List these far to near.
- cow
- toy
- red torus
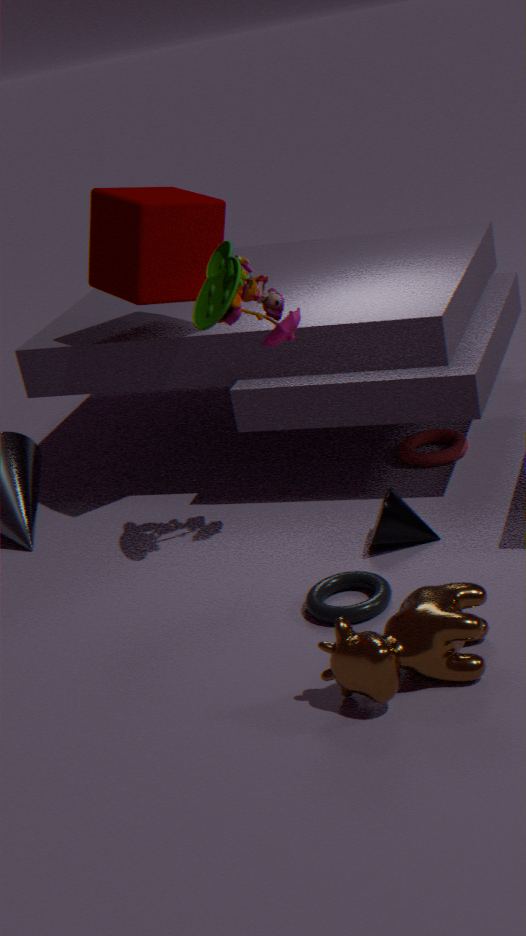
red torus → toy → cow
